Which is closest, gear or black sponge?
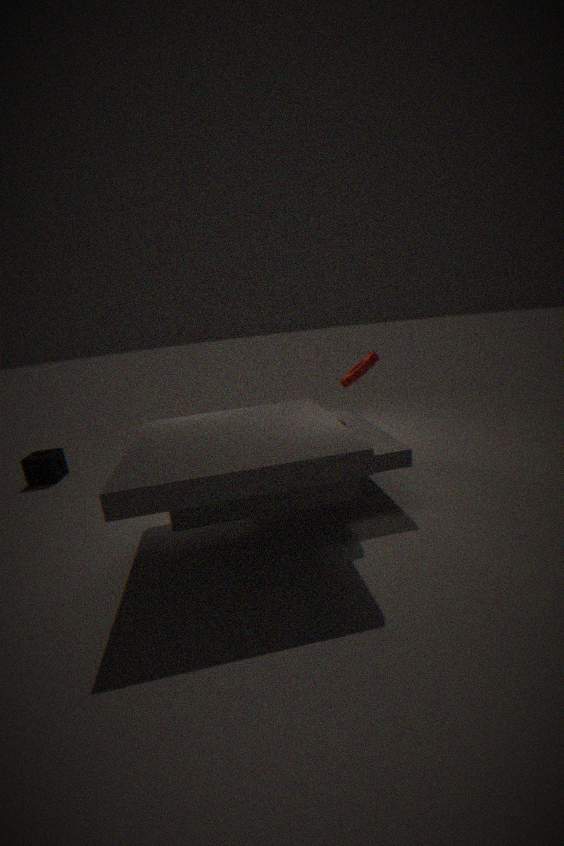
gear
